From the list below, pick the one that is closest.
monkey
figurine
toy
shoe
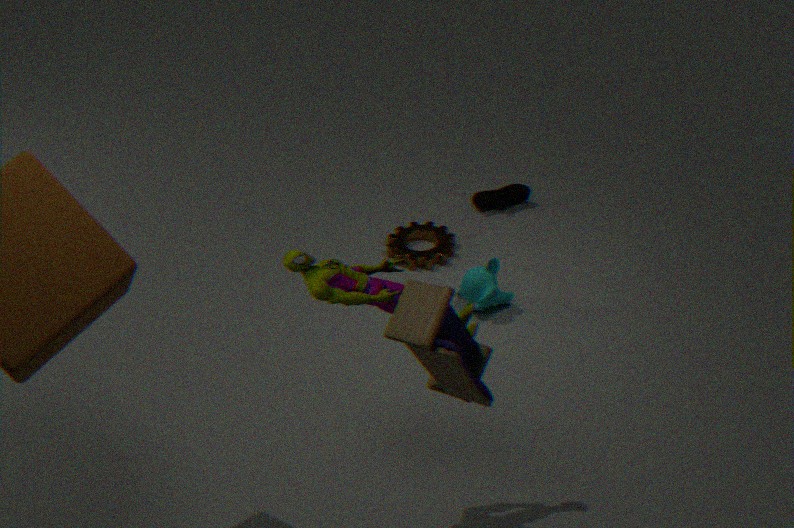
toy
